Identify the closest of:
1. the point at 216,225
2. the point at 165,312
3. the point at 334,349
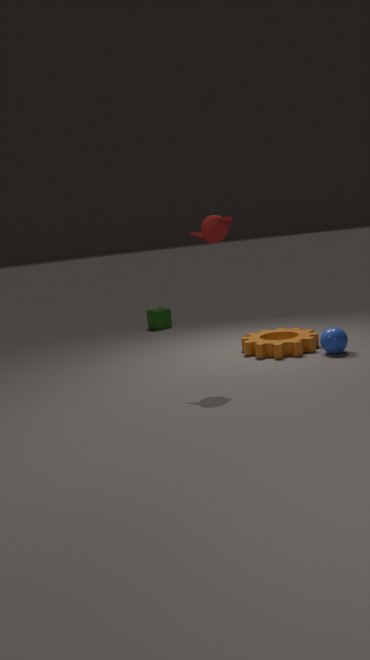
the point at 216,225
